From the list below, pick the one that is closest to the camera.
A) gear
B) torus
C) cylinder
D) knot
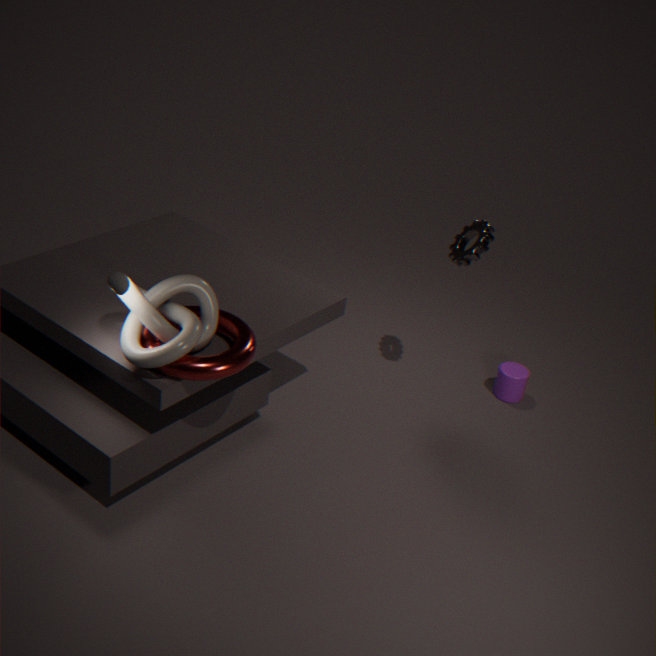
knot
